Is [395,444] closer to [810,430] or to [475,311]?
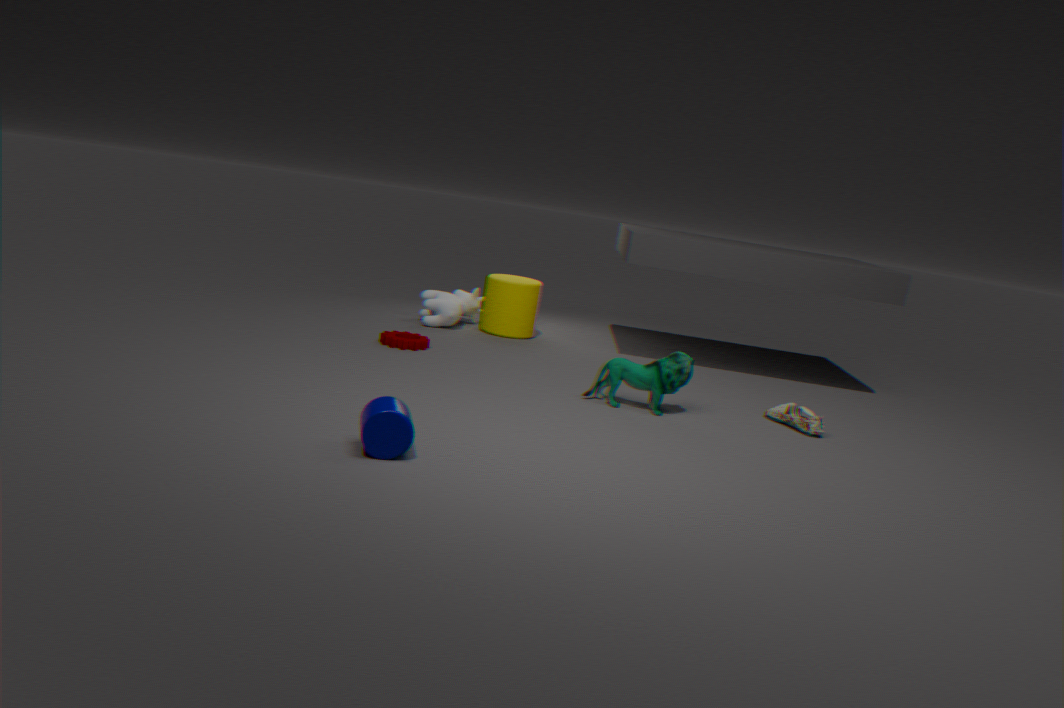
[810,430]
